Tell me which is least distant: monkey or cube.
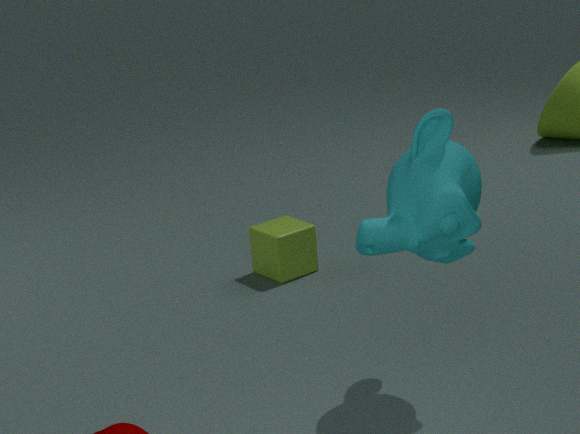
monkey
